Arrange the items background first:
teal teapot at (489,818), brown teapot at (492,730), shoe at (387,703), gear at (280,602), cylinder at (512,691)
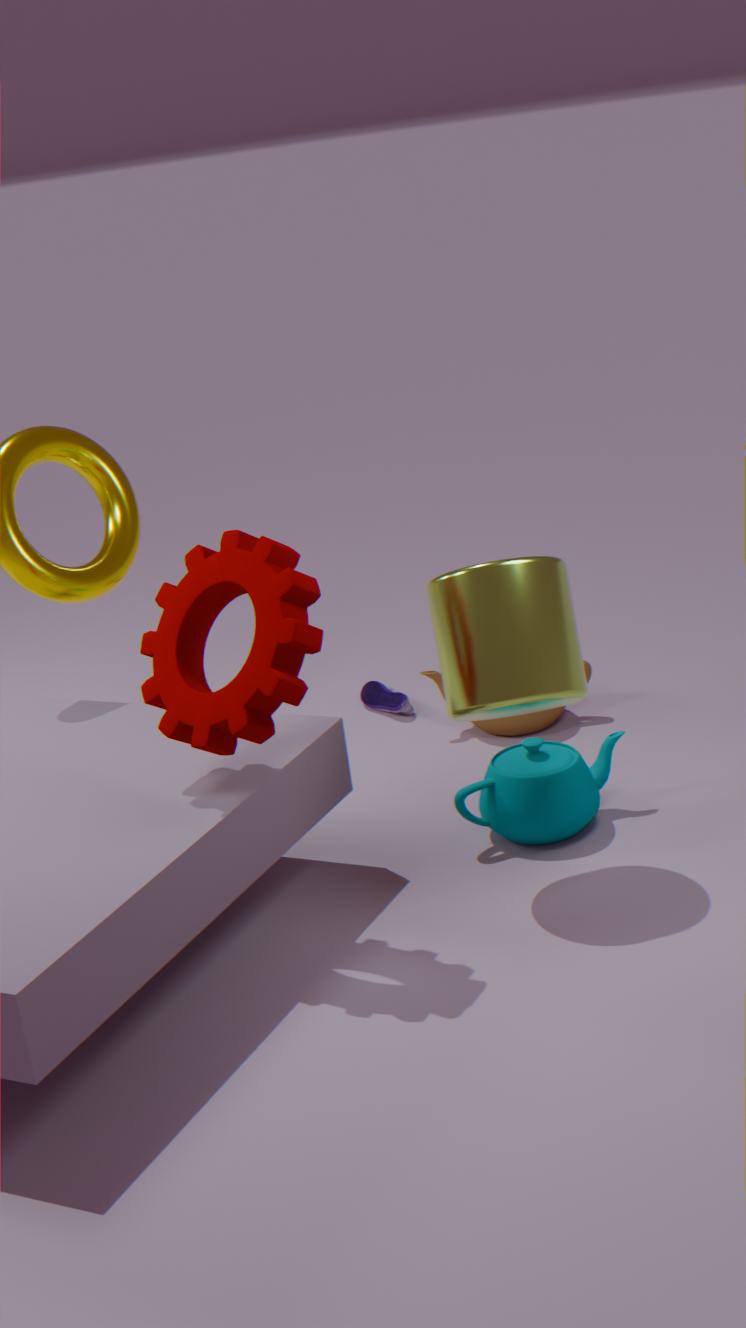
shoe at (387,703), brown teapot at (492,730), teal teapot at (489,818), cylinder at (512,691), gear at (280,602)
